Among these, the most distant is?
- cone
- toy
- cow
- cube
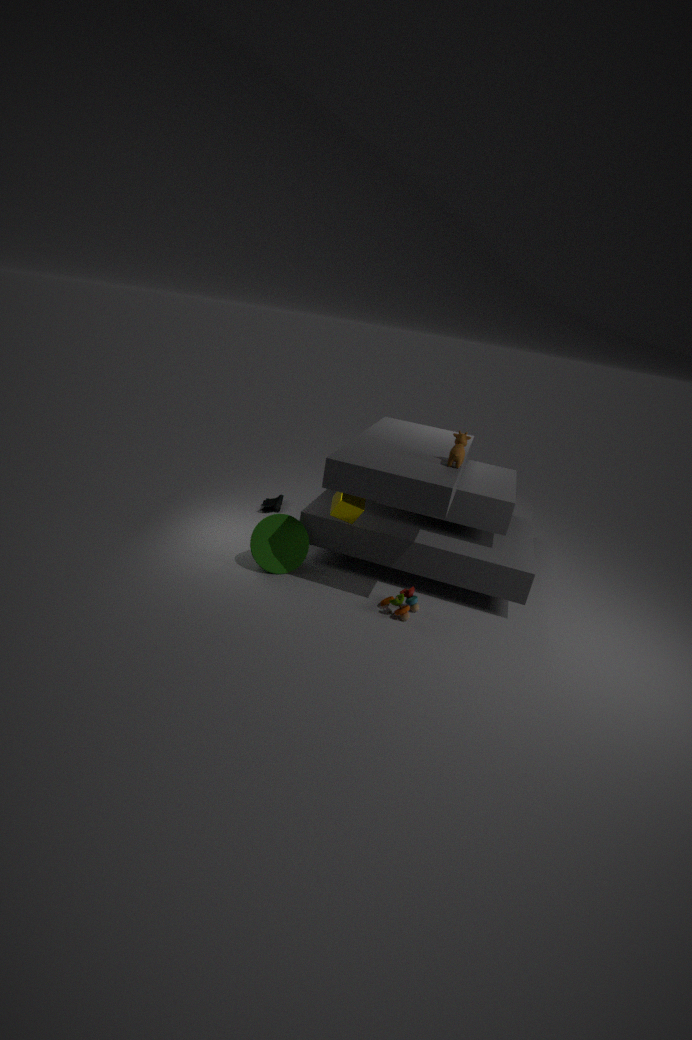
cone
